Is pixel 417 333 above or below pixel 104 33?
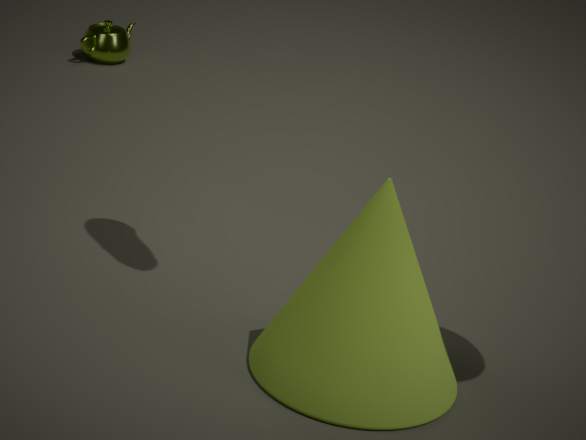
above
